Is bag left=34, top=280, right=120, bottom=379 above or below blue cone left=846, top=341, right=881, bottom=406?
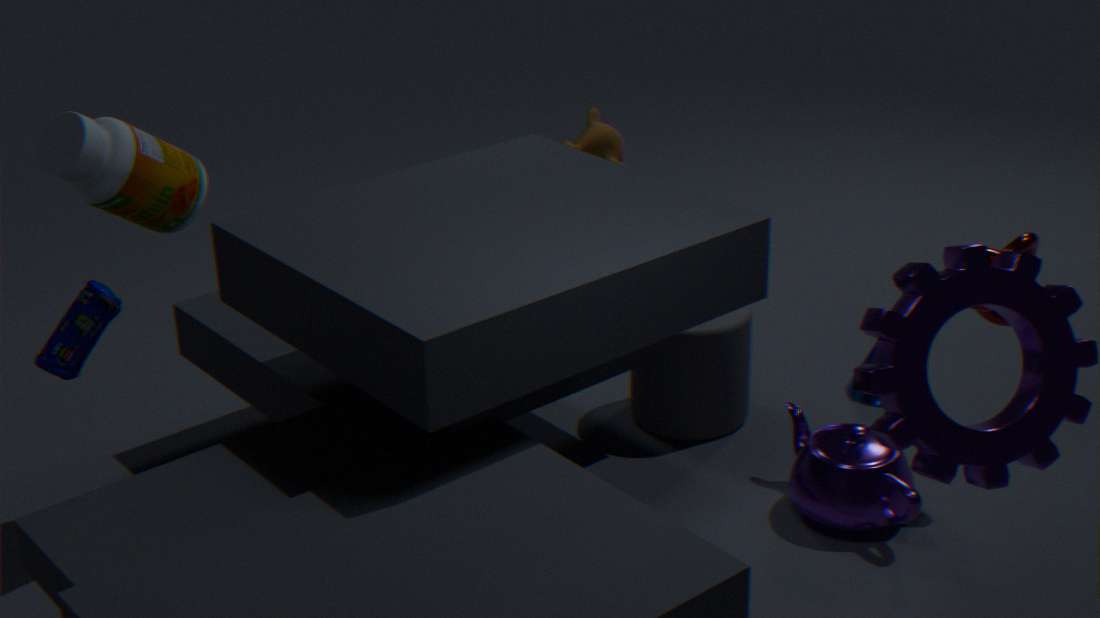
above
